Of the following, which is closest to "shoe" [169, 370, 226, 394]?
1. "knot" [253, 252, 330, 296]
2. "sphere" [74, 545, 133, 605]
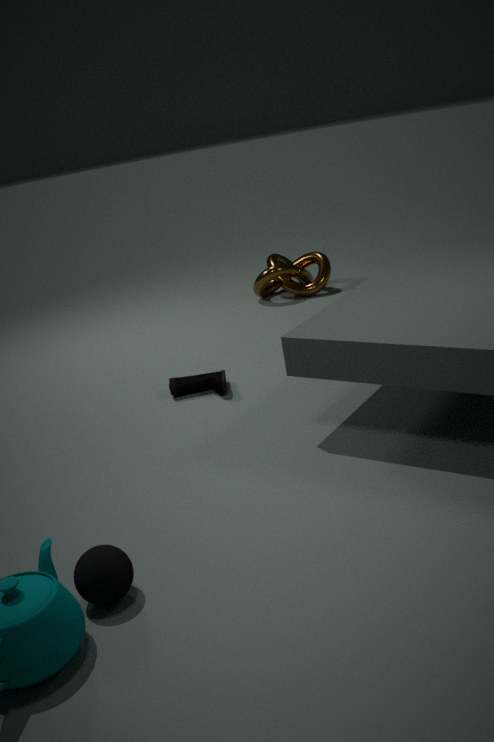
"knot" [253, 252, 330, 296]
